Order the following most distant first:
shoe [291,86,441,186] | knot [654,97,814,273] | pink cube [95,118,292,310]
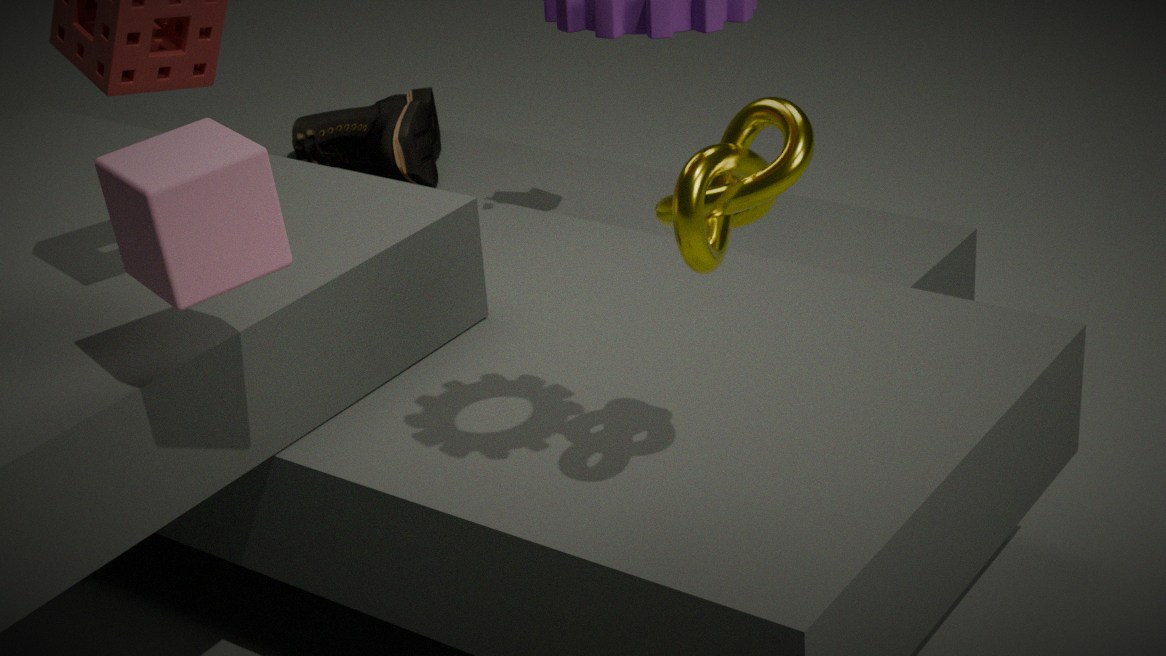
1. shoe [291,86,441,186]
2. pink cube [95,118,292,310]
3. knot [654,97,814,273]
